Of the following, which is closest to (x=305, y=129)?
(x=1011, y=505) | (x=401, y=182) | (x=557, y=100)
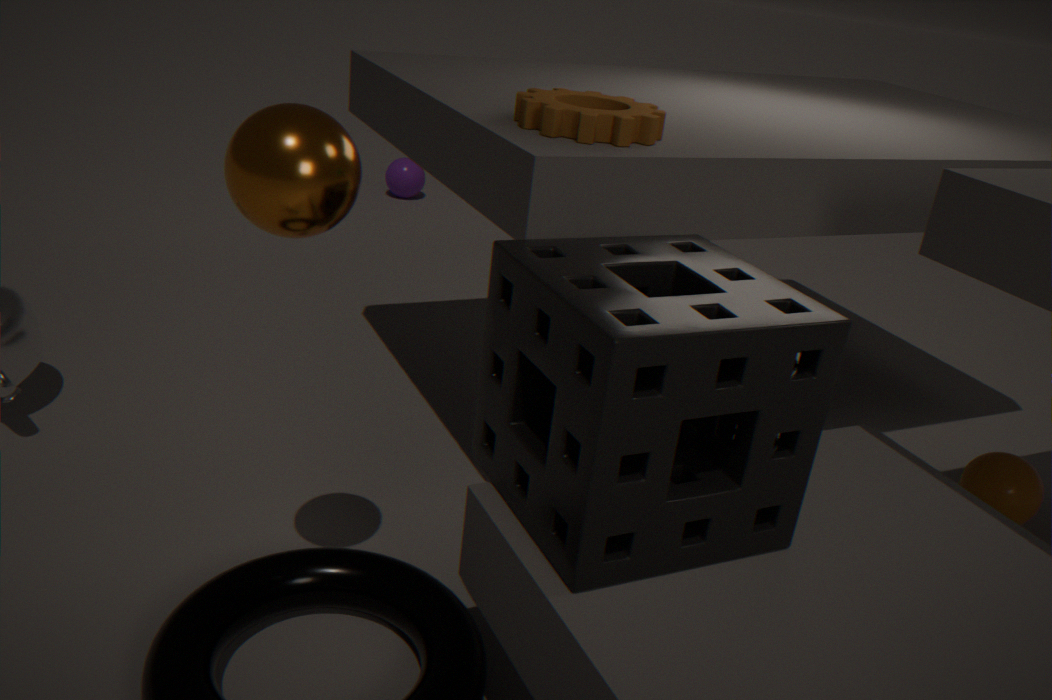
(x=557, y=100)
